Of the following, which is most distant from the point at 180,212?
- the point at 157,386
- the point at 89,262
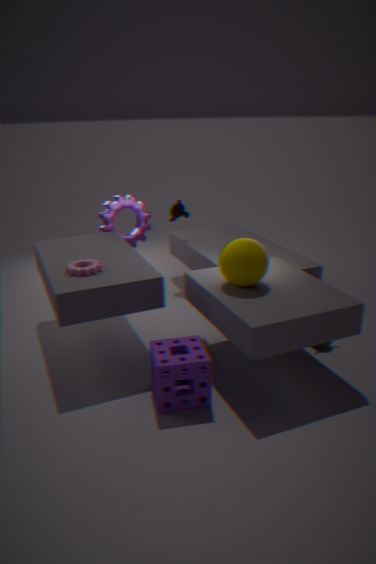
the point at 157,386
